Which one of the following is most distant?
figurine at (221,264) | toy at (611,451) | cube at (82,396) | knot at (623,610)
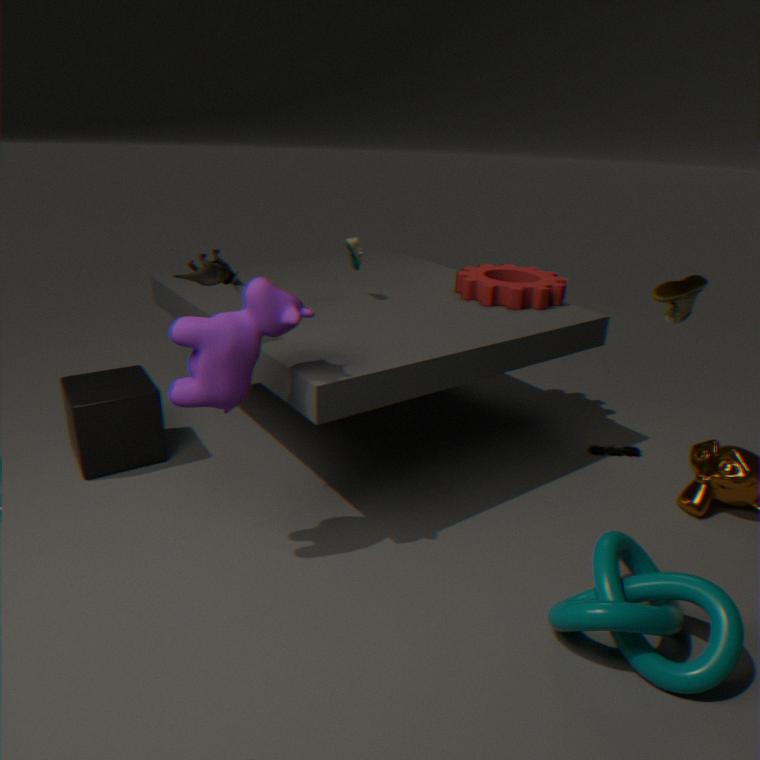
toy at (611,451)
